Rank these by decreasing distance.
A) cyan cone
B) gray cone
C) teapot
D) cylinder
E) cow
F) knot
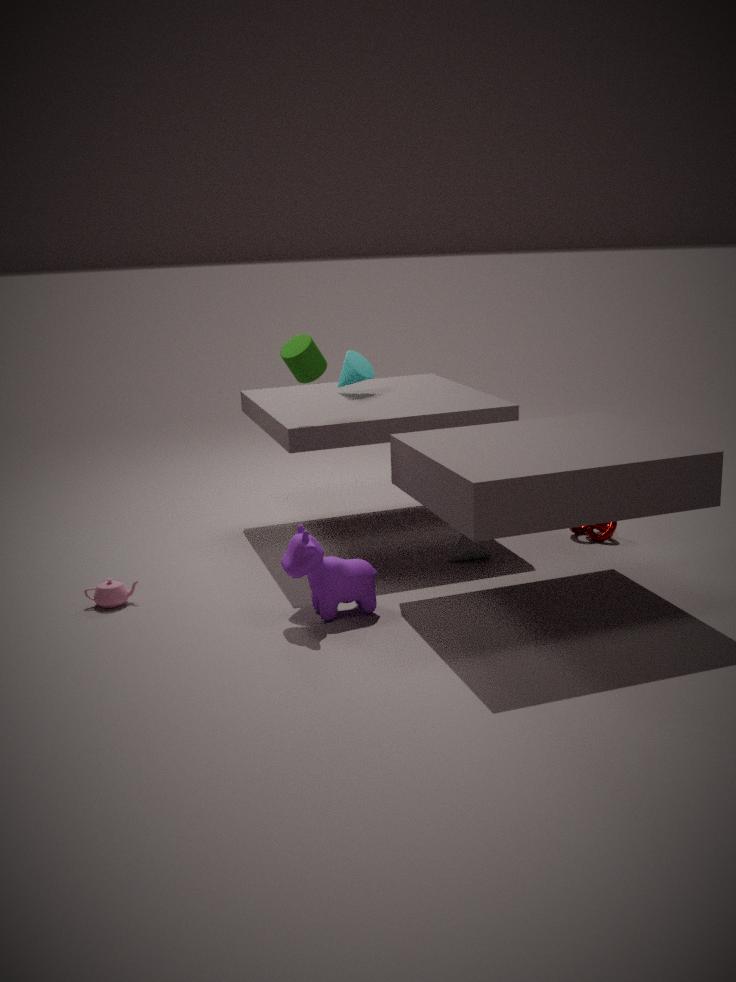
cyan cone
knot
gray cone
cylinder
teapot
cow
